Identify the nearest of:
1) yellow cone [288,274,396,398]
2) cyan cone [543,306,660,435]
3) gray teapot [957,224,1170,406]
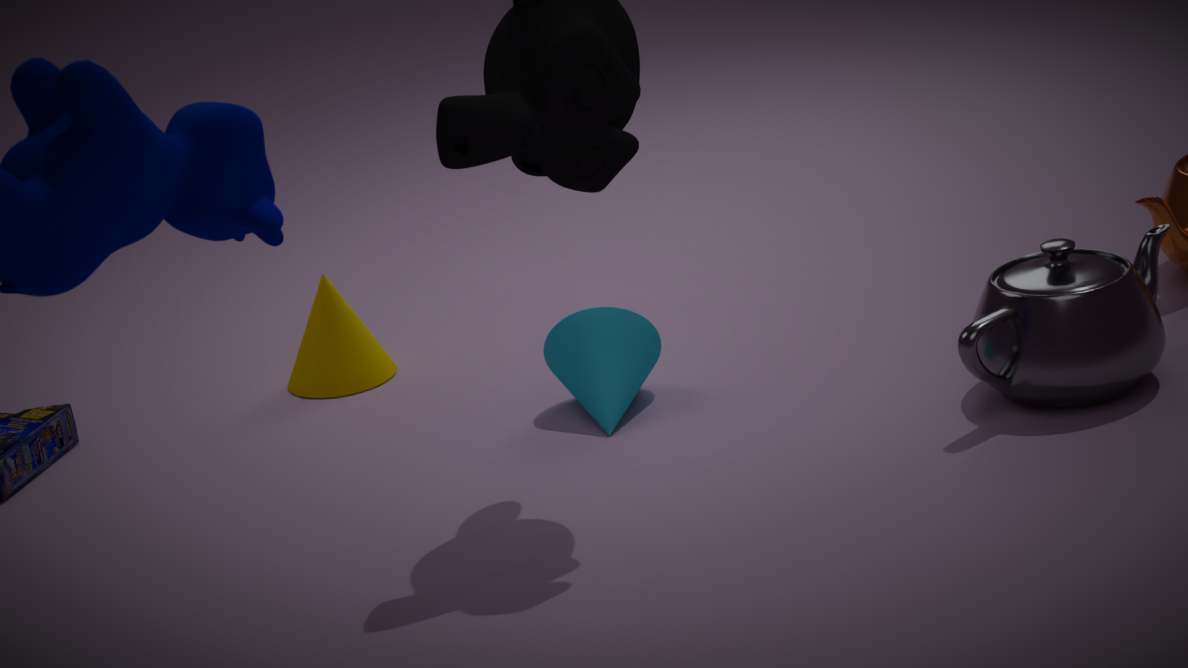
3. gray teapot [957,224,1170,406]
